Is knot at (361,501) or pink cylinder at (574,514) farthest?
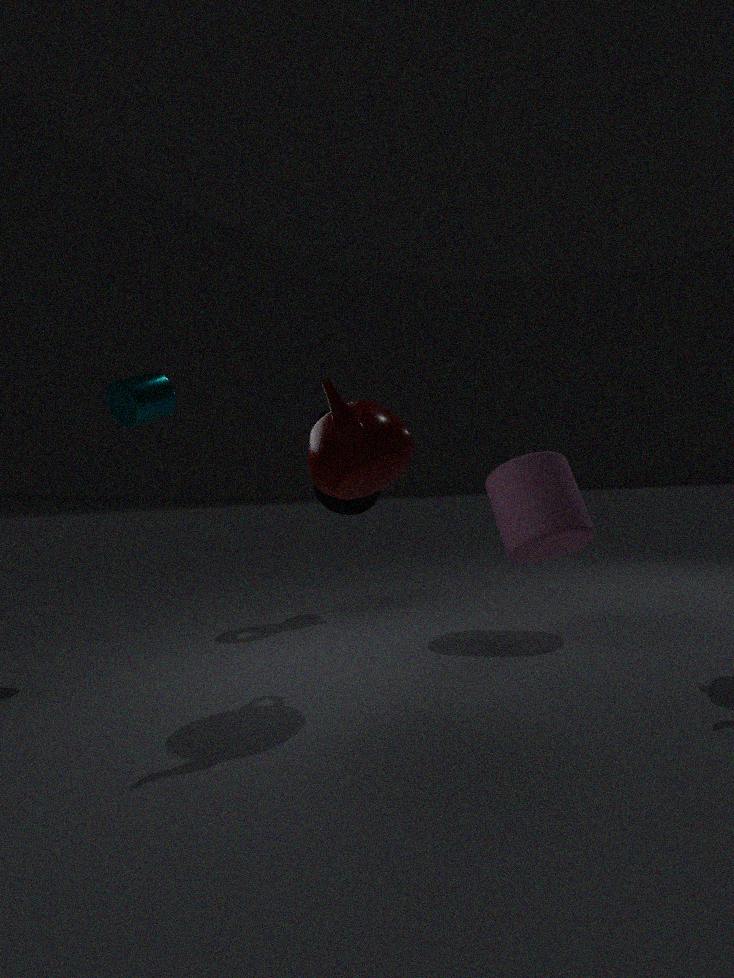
knot at (361,501)
